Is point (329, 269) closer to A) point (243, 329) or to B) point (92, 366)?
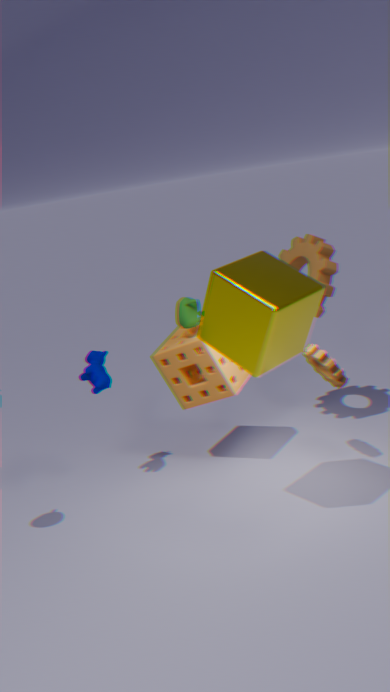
A) point (243, 329)
